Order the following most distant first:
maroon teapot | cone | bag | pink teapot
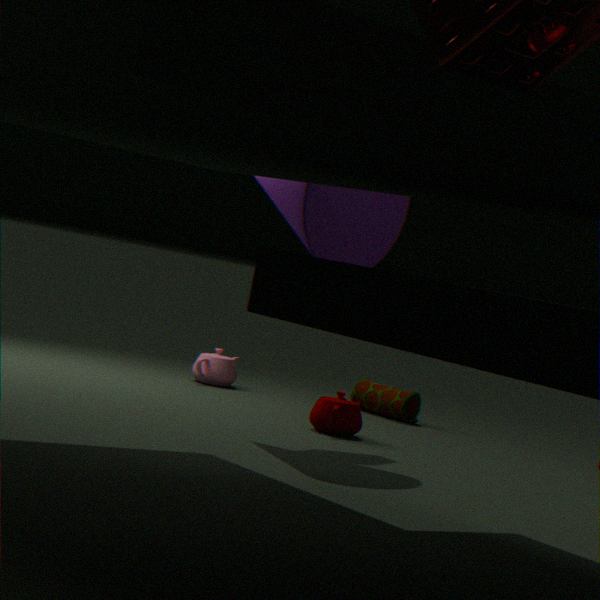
bag < pink teapot < maroon teapot < cone
